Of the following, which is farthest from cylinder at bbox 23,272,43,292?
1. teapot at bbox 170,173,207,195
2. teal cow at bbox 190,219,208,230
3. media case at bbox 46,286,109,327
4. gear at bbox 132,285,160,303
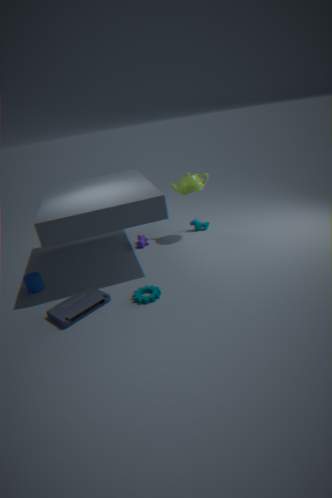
teal cow at bbox 190,219,208,230
